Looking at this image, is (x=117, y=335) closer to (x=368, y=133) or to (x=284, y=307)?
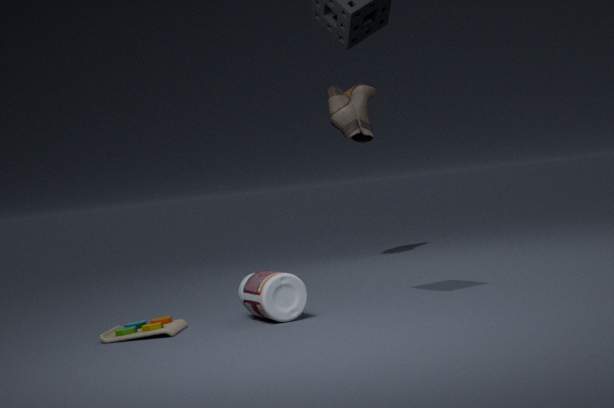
(x=284, y=307)
